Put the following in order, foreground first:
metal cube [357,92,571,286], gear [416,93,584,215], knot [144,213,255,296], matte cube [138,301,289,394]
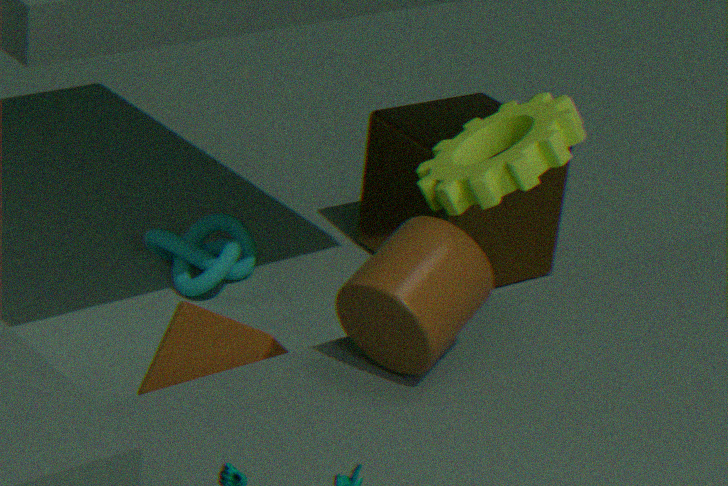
gear [416,93,584,215], matte cube [138,301,289,394], knot [144,213,255,296], metal cube [357,92,571,286]
